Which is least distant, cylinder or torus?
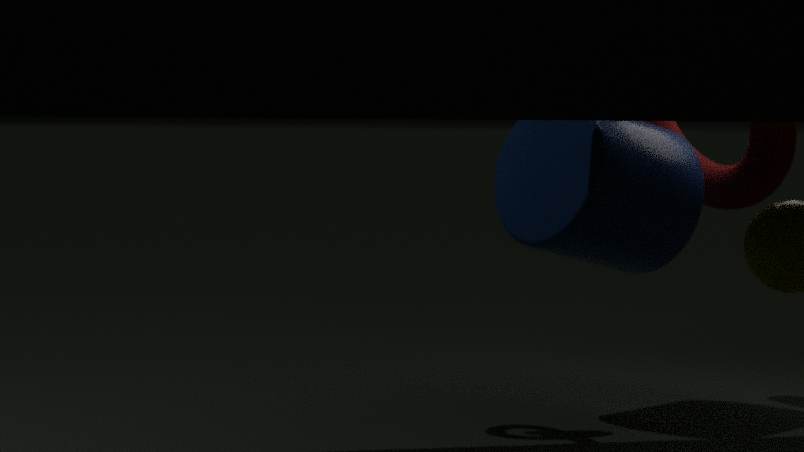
cylinder
